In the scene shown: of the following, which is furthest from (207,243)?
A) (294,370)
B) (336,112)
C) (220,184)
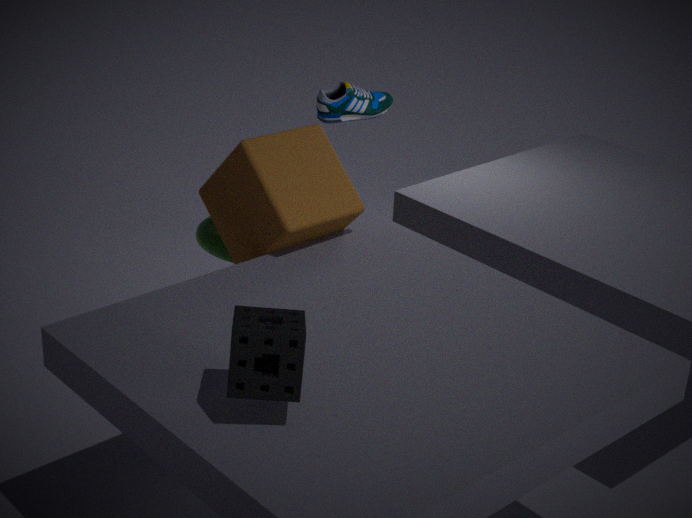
(294,370)
